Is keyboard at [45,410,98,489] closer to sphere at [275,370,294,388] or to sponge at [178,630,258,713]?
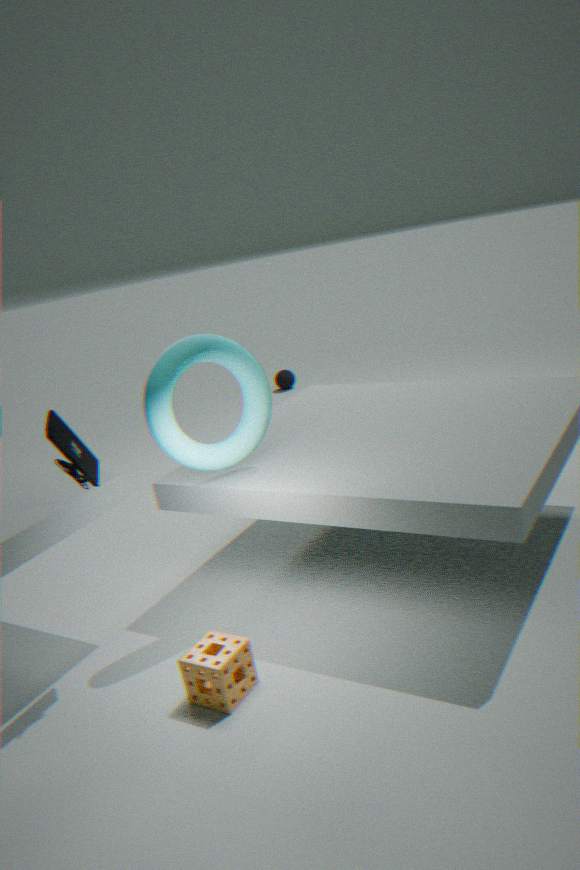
sponge at [178,630,258,713]
